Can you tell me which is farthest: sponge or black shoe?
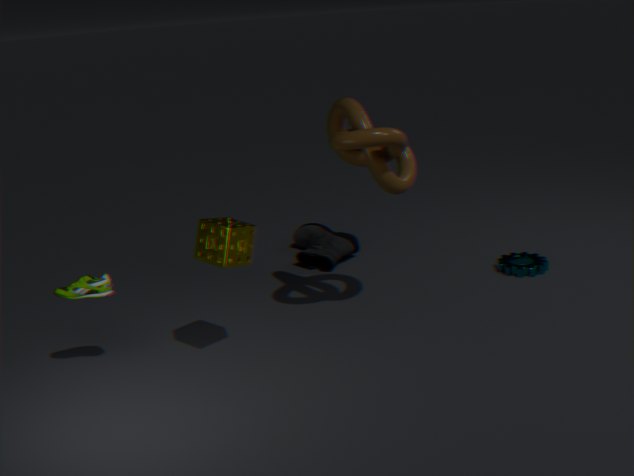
black shoe
